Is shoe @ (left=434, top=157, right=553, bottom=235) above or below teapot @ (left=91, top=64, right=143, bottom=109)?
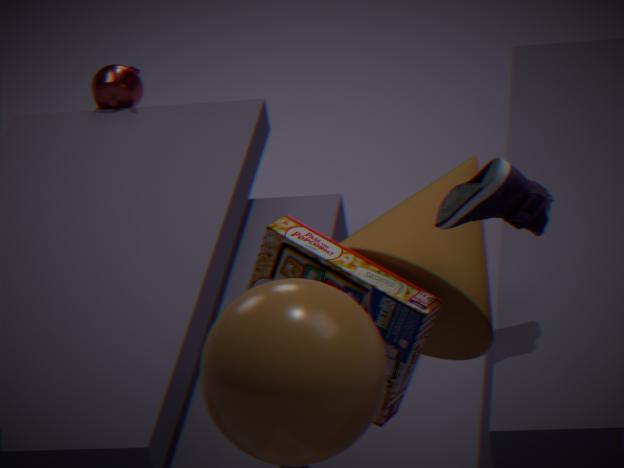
above
